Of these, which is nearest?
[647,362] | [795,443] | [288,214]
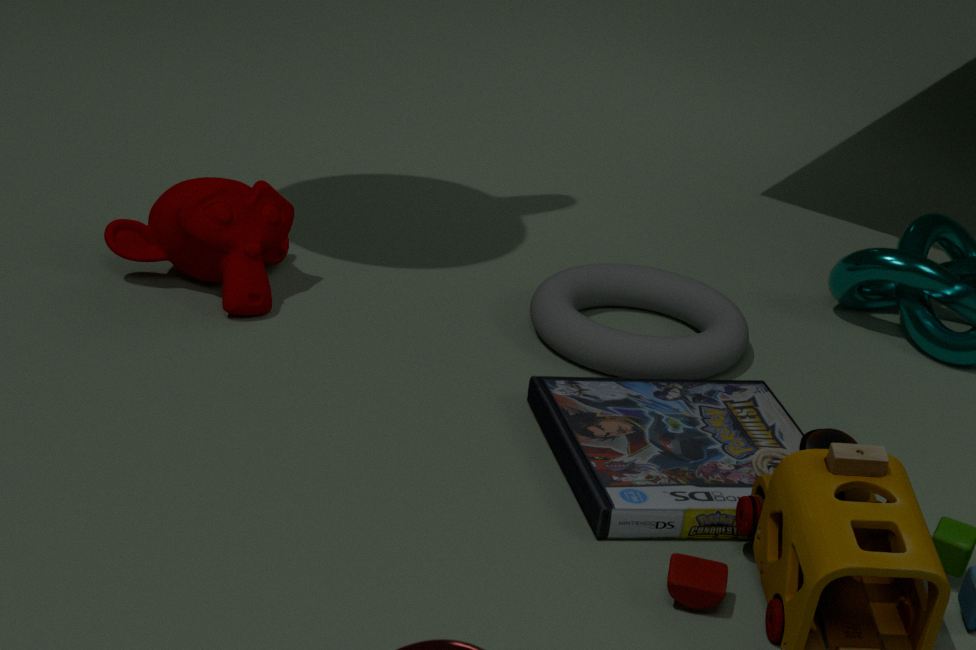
[795,443]
